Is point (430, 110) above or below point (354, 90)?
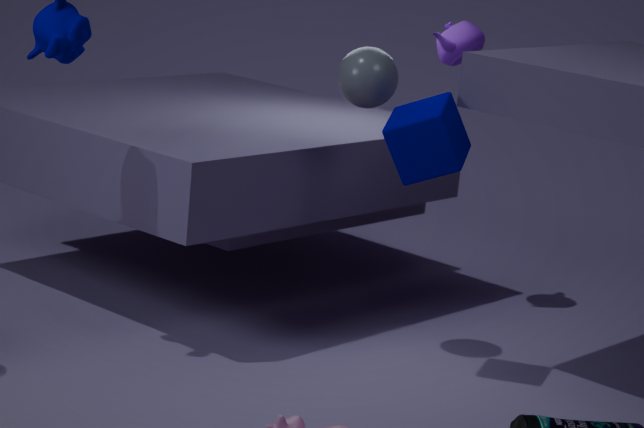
below
